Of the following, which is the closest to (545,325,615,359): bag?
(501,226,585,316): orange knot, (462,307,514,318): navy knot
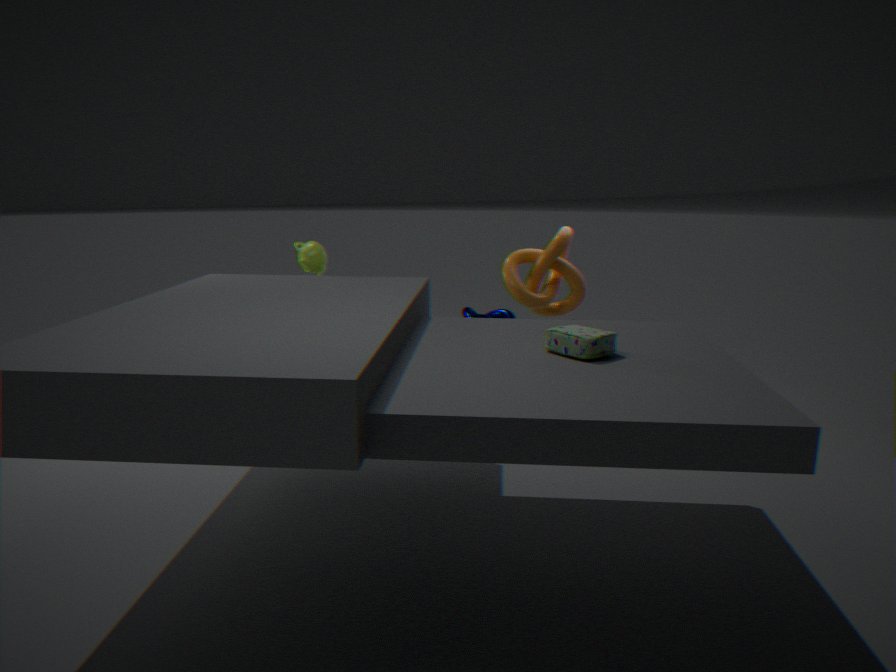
(501,226,585,316): orange knot
